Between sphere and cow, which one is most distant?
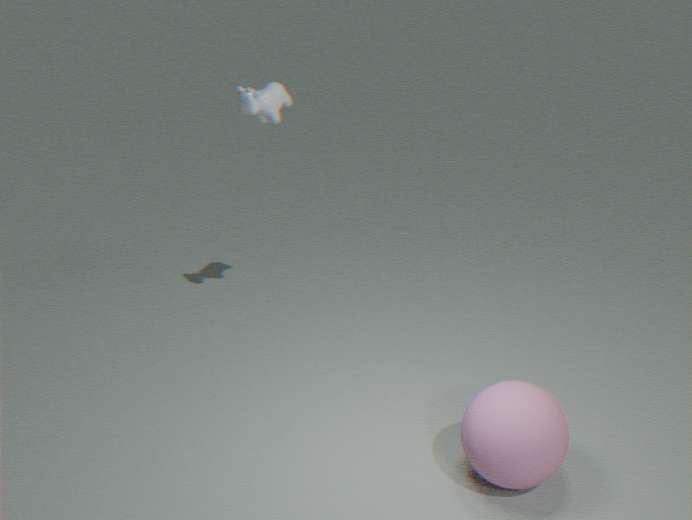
cow
